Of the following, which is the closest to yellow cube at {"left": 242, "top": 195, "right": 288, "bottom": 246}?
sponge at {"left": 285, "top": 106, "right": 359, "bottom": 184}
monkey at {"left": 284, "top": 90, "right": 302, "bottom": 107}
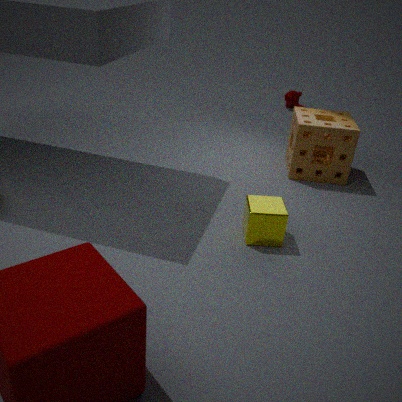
sponge at {"left": 285, "top": 106, "right": 359, "bottom": 184}
